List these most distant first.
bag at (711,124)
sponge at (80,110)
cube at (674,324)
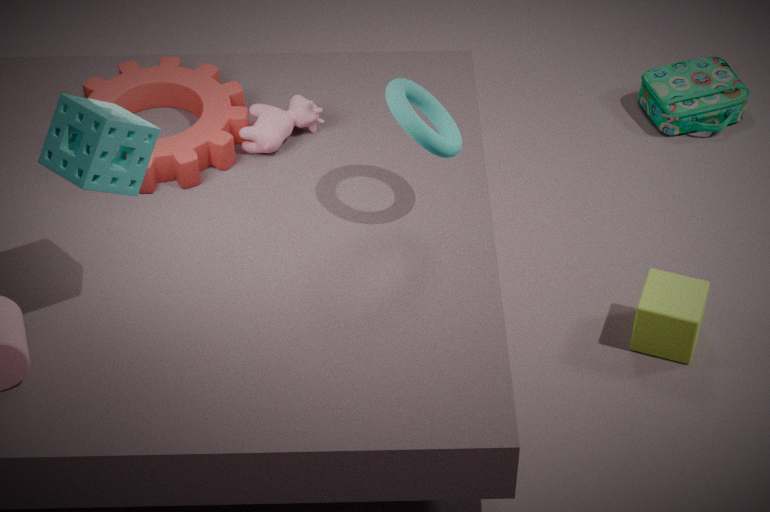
bag at (711,124) → cube at (674,324) → sponge at (80,110)
